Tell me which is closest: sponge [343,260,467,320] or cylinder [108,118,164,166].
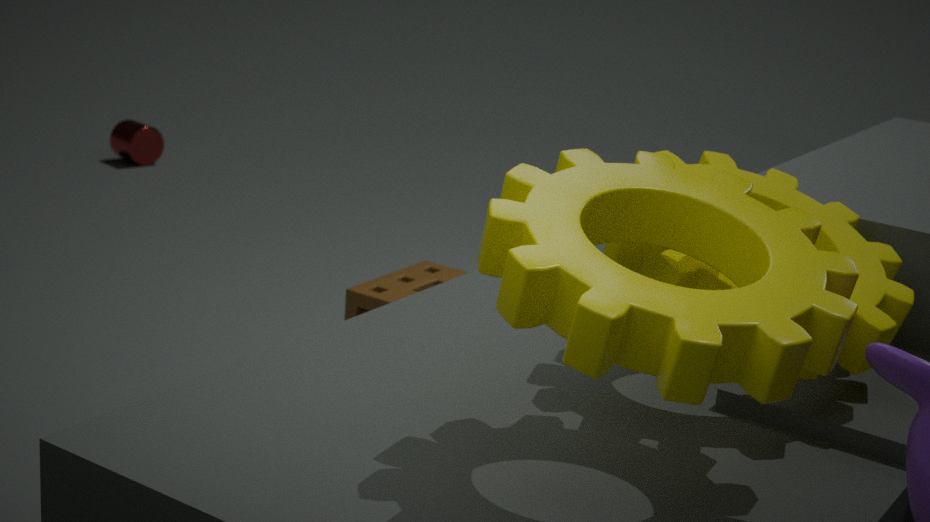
sponge [343,260,467,320]
